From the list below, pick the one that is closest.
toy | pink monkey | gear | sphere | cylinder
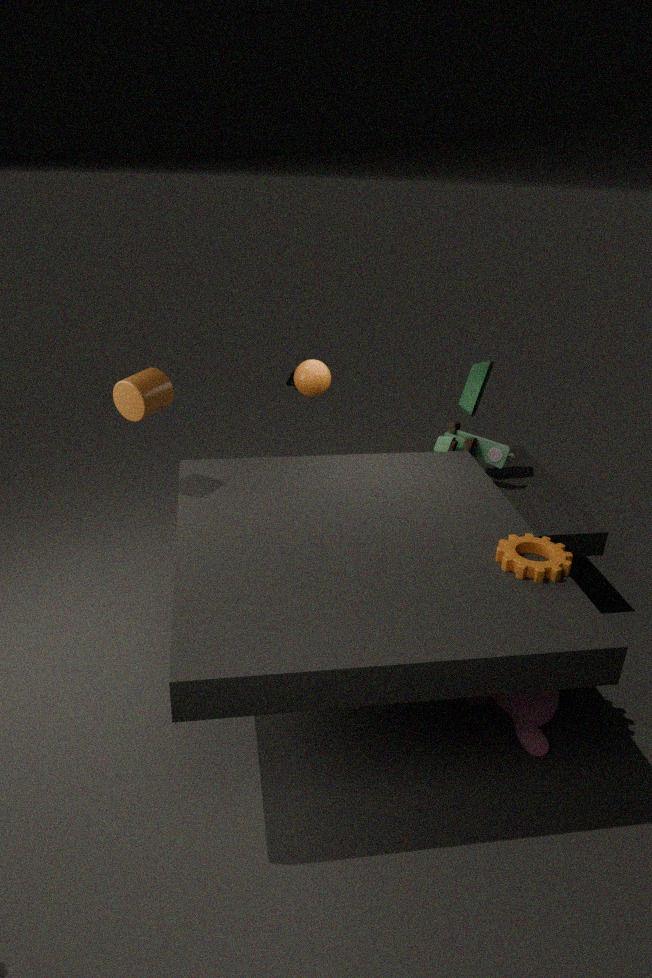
gear
